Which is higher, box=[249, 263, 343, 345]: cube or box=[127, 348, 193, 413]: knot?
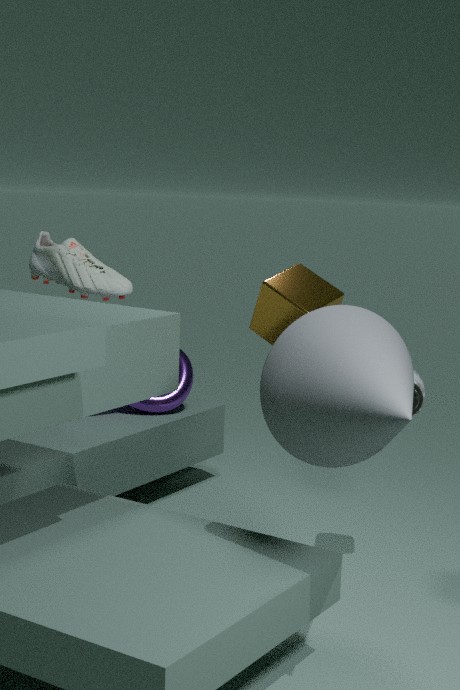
box=[249, 263, 343, 345]: cube
